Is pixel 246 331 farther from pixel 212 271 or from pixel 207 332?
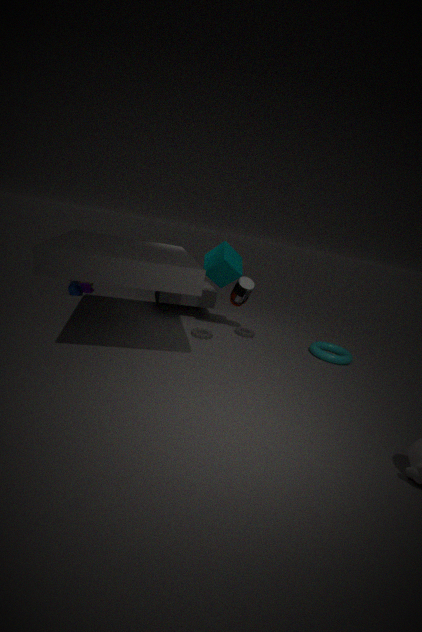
A: pixel 212 271
